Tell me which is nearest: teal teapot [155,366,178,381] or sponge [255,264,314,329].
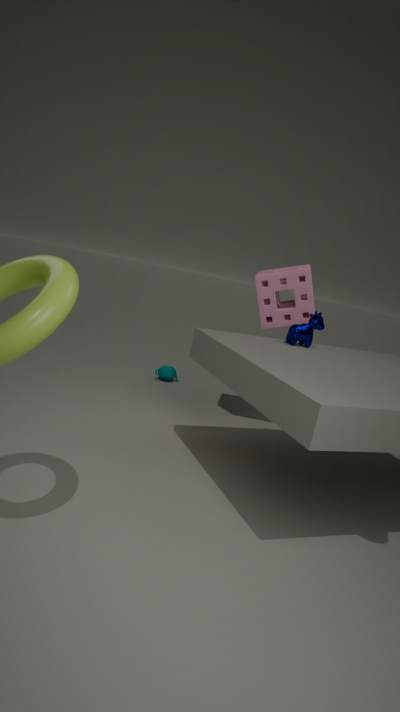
sponge [255,264,314,329]
